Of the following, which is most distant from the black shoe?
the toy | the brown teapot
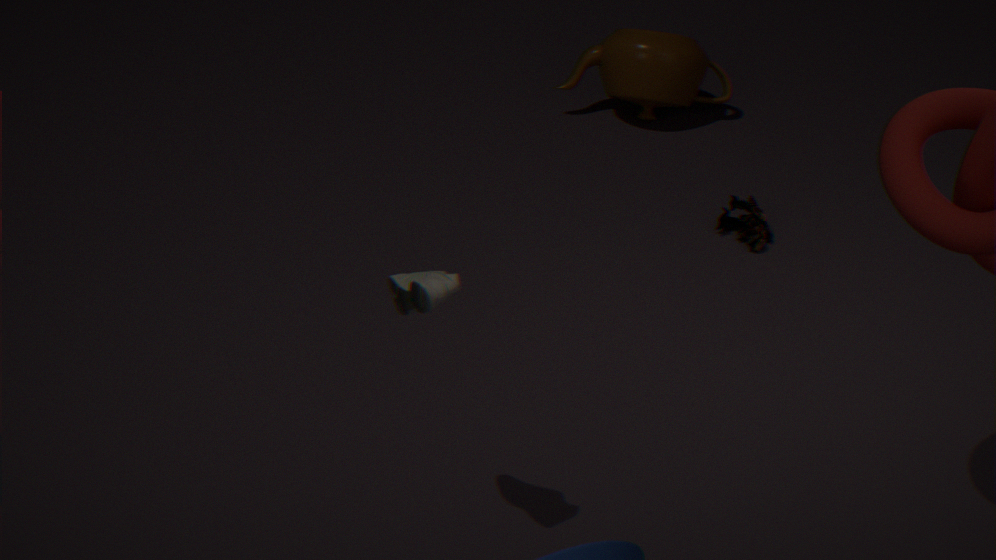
the brown teapot
